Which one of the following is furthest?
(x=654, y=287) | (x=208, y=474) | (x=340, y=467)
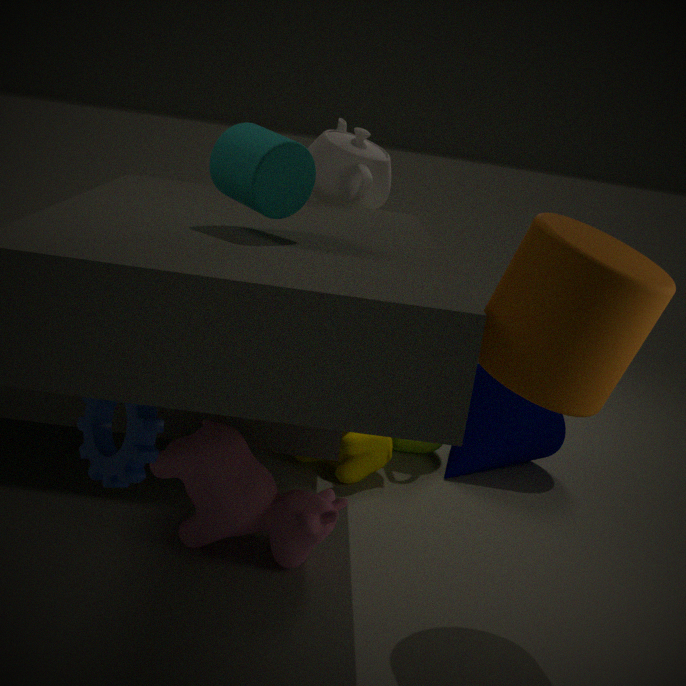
(x=340, y=467)
